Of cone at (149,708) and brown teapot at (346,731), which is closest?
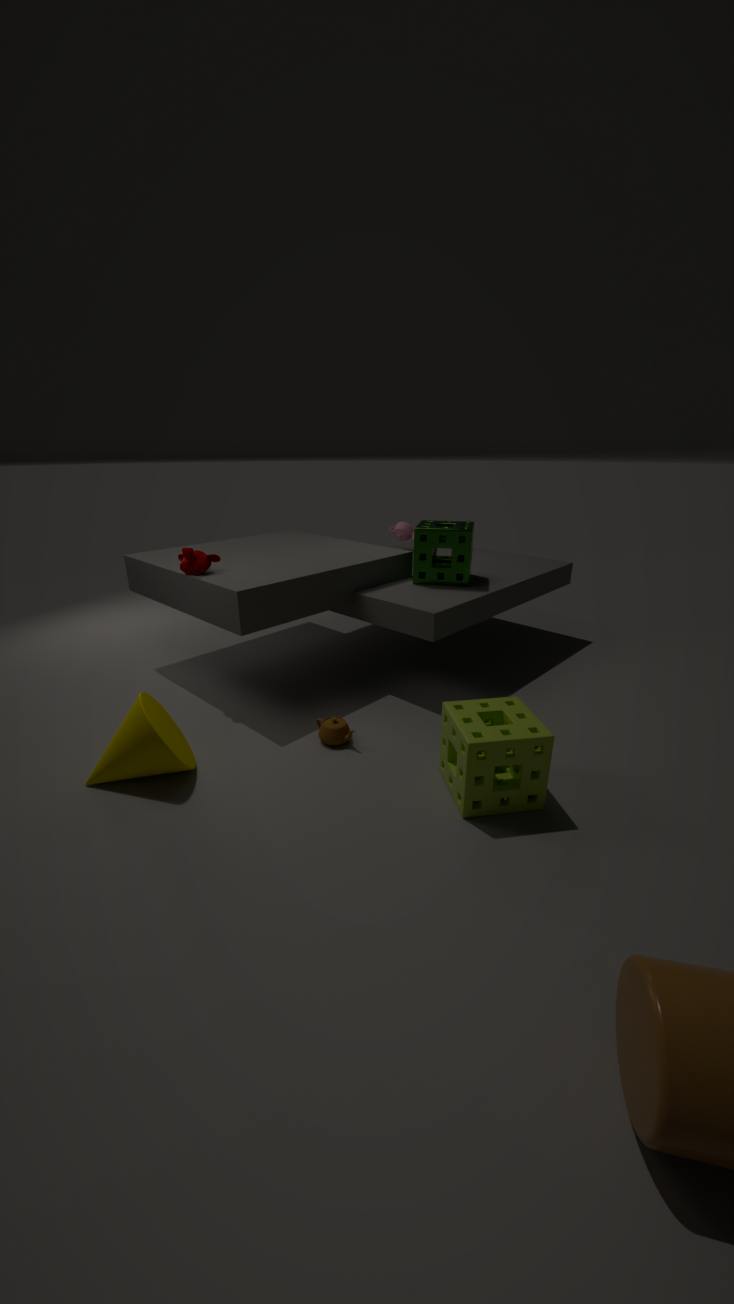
cone at (149,708)
